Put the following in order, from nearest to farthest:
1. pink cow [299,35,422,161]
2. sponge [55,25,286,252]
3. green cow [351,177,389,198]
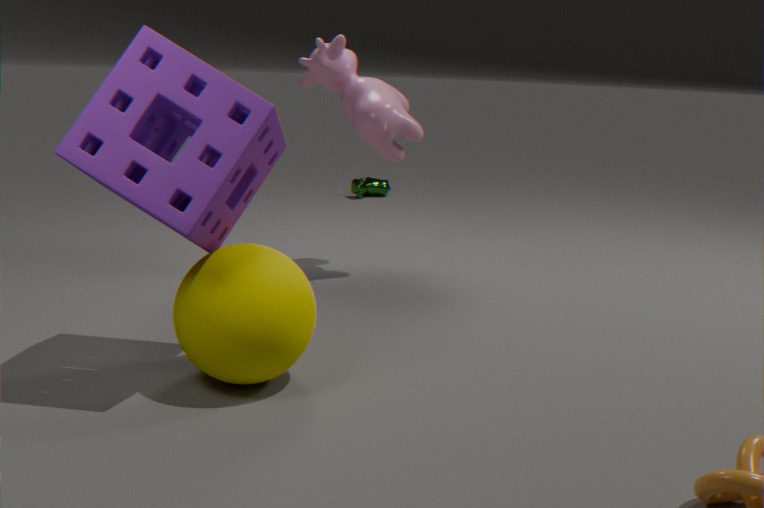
sponge [55,25,286,252] → pink cow [299,35,422,161] → green cow [351,177,389,198]
